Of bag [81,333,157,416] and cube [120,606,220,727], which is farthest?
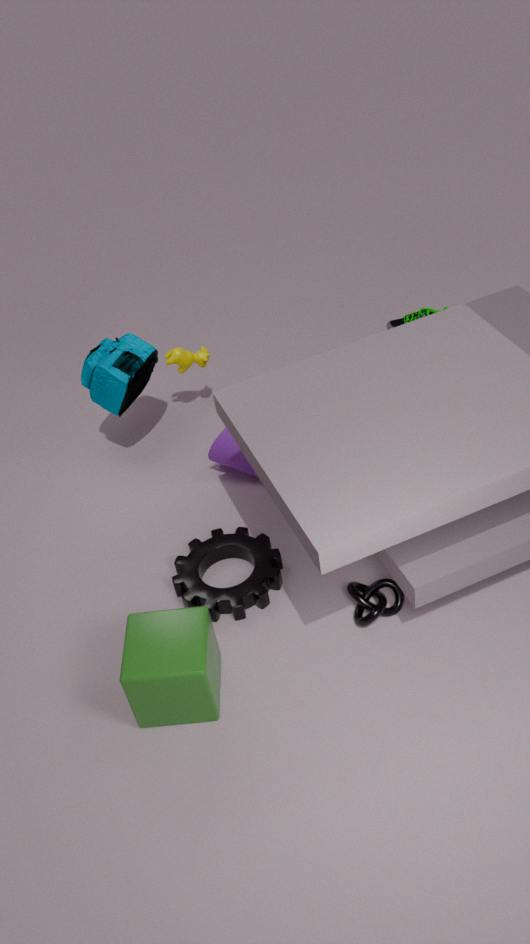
bag [81,333,157,416]
